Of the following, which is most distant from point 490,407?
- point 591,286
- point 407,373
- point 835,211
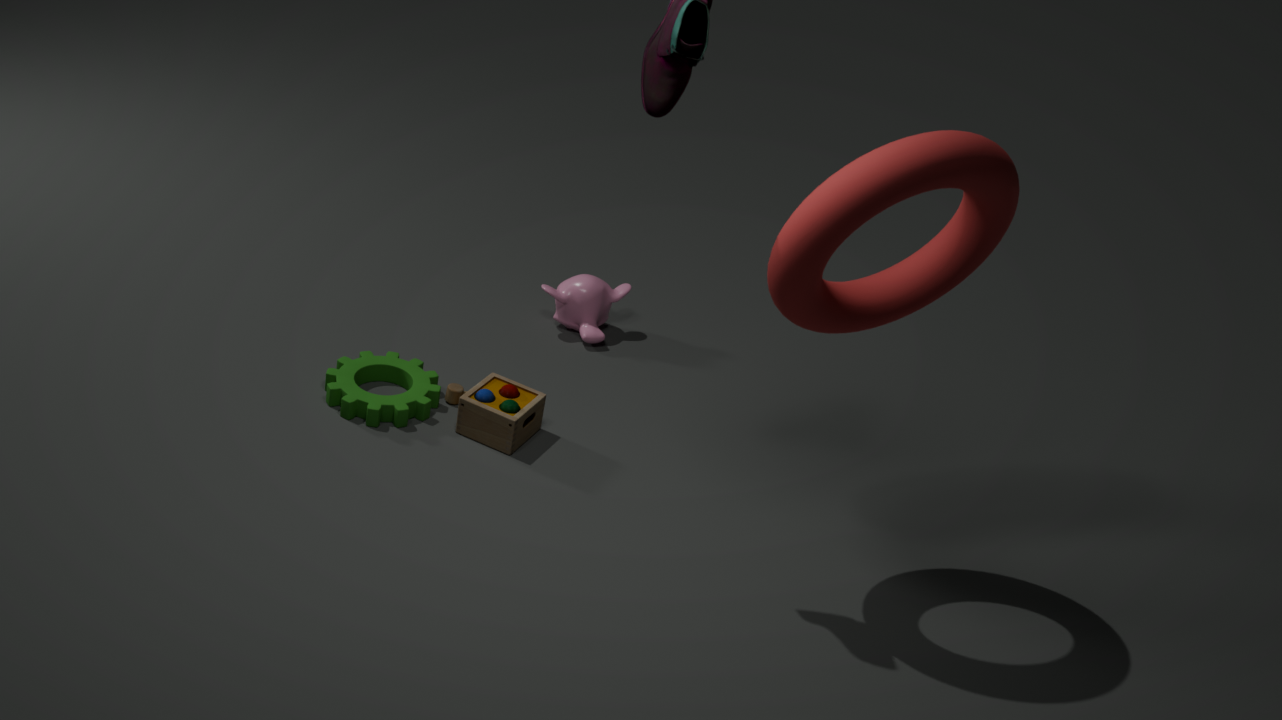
point 835,211
